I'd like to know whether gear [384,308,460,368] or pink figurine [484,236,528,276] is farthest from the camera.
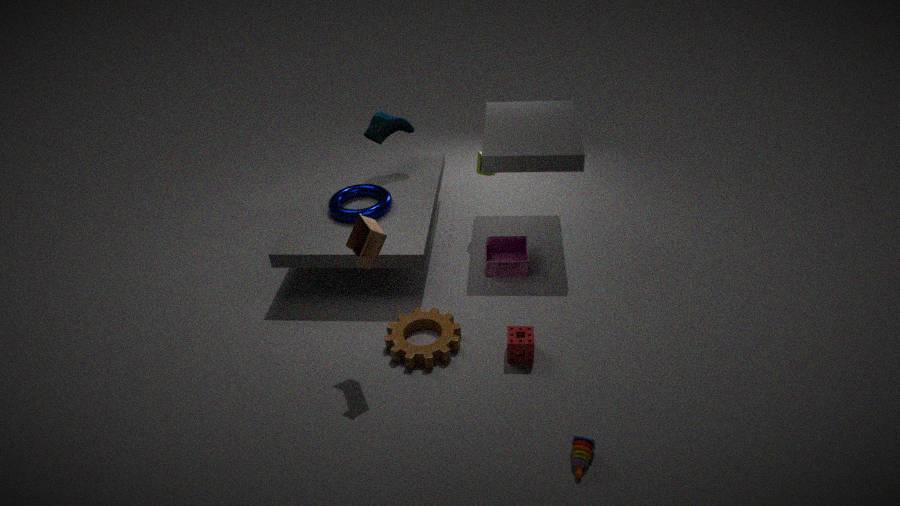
pink figurine [484,236,528,276]
